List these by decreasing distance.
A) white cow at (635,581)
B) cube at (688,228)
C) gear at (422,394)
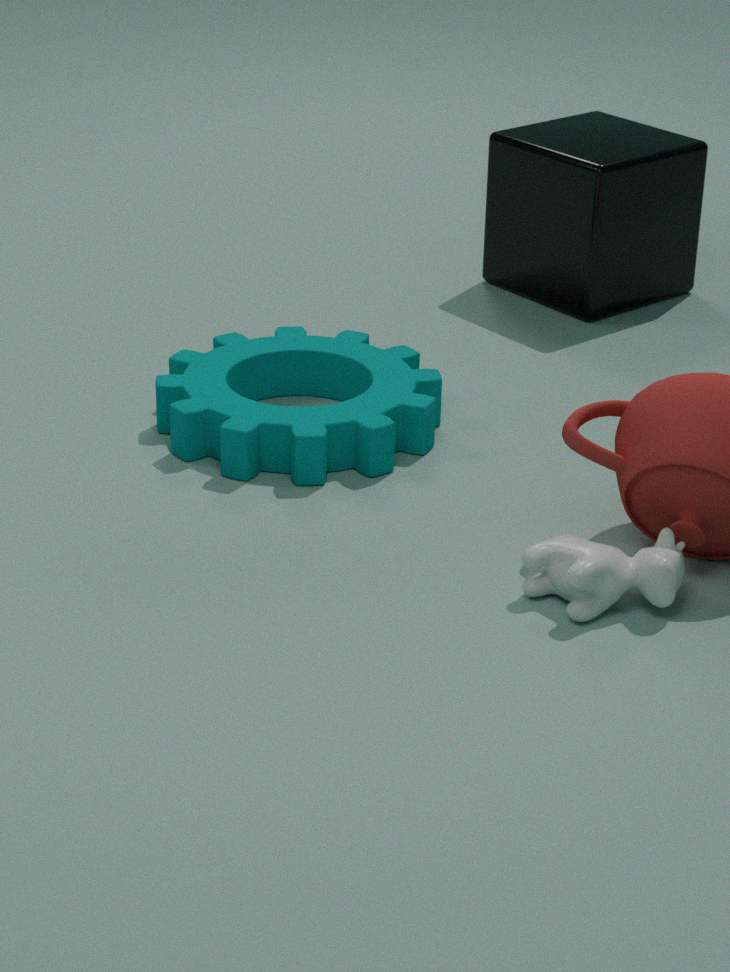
1. cube at (688,228)
2. gear at (422,394)
3. white cow at (635,581)
